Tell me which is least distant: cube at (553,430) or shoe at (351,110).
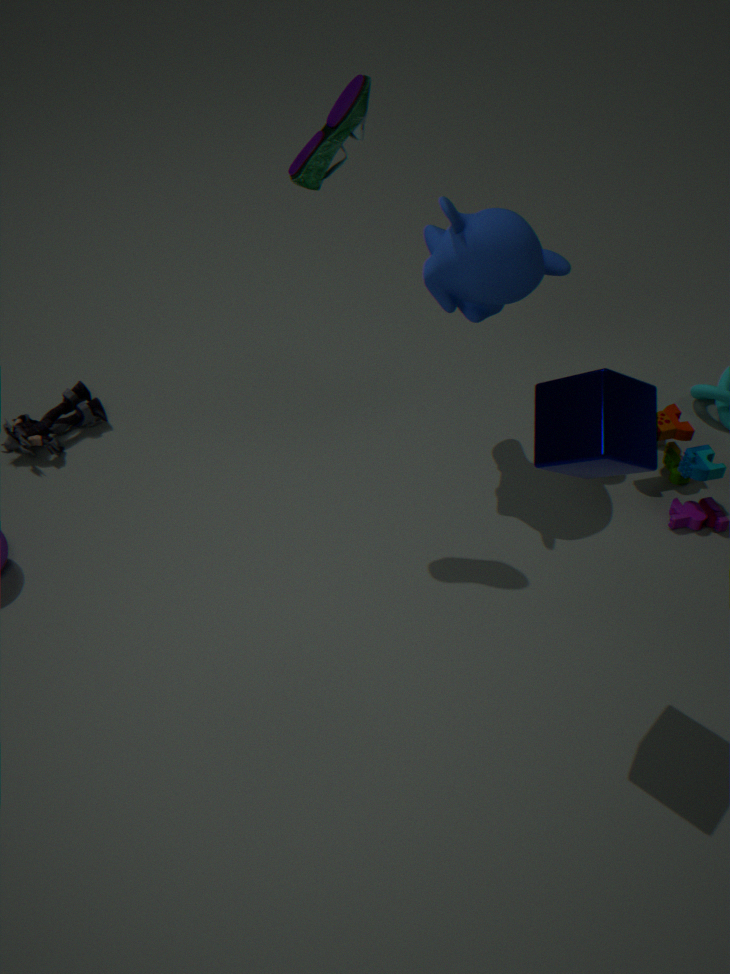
cube at (553,430)
